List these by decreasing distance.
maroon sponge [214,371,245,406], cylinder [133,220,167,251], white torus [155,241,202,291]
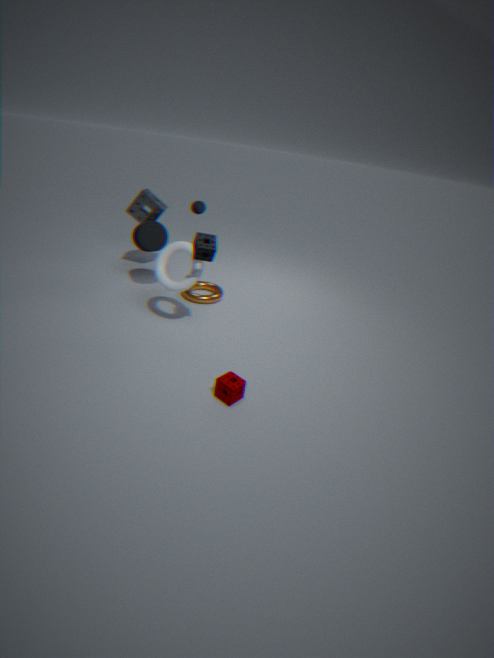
cylinder [133,220,167,251]
white torus [155,241,202,291]
maroon sponge [214,371,245,406]
